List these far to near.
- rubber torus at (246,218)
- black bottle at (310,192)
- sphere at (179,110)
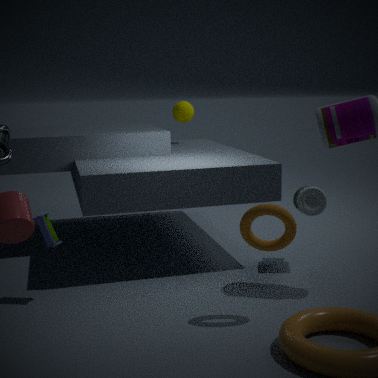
sphere at (179,110), black bottle at (310,192), rubber torus at (246,218)
